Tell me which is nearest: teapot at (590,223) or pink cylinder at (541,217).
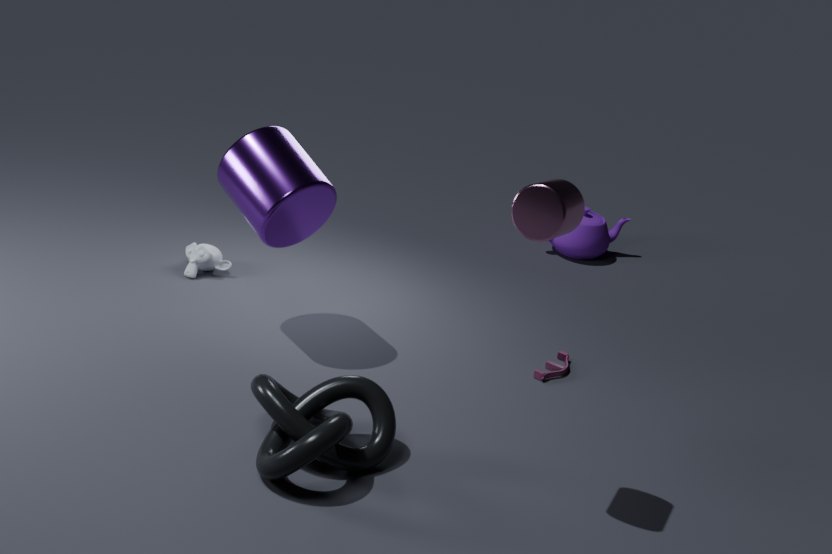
pink cylinder at (541,217)
